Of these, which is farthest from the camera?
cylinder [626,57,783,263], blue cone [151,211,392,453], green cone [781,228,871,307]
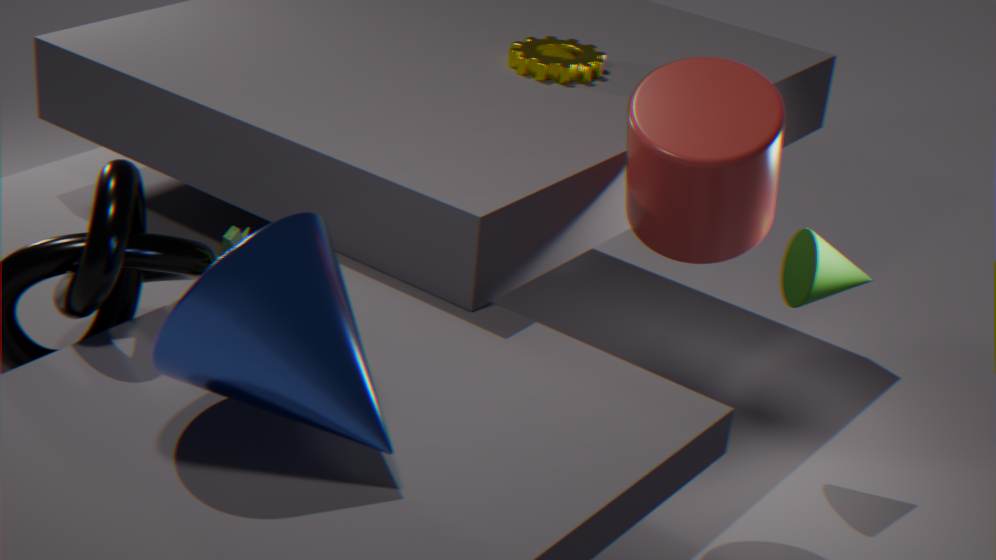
green cone [781,228,871,307]
